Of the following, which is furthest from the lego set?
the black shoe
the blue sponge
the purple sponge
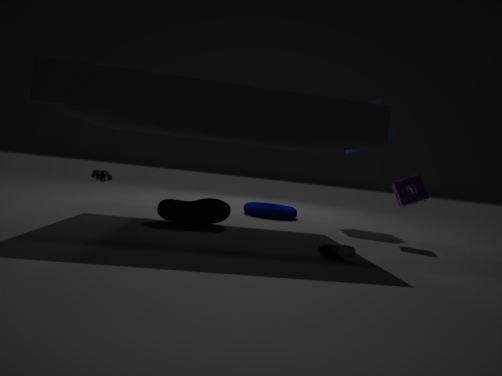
the purple sponge
